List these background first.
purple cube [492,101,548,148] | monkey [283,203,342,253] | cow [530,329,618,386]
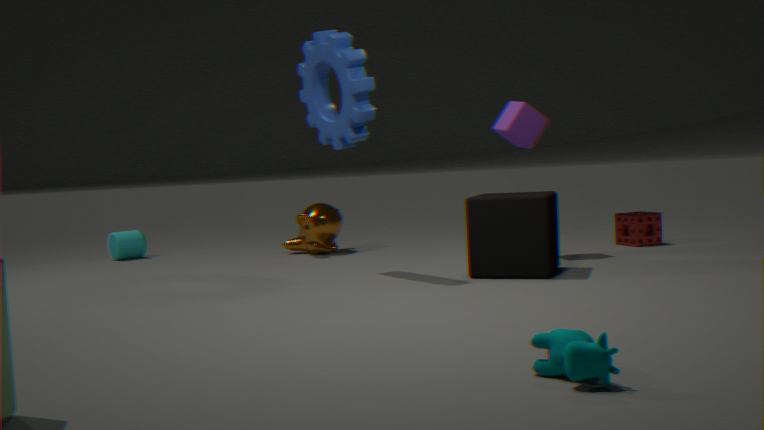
monkey [283,203,342,253] < purple cube [492,101,548,148] < cow [530,329,618,386]
